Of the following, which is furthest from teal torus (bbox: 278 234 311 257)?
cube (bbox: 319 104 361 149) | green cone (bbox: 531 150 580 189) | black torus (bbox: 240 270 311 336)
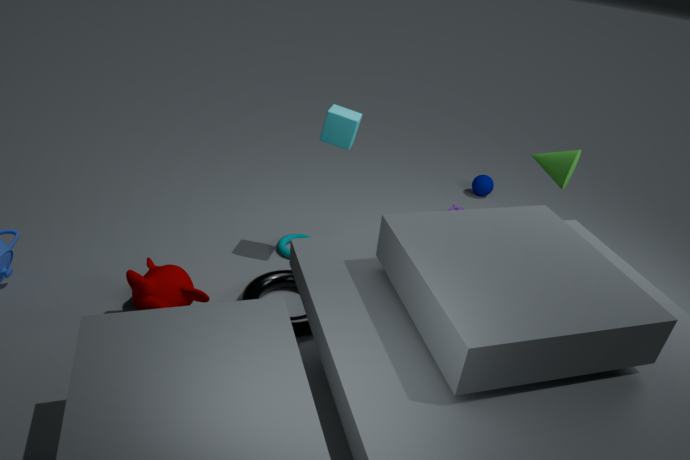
green cone (bbox: 531 150 580 189)
